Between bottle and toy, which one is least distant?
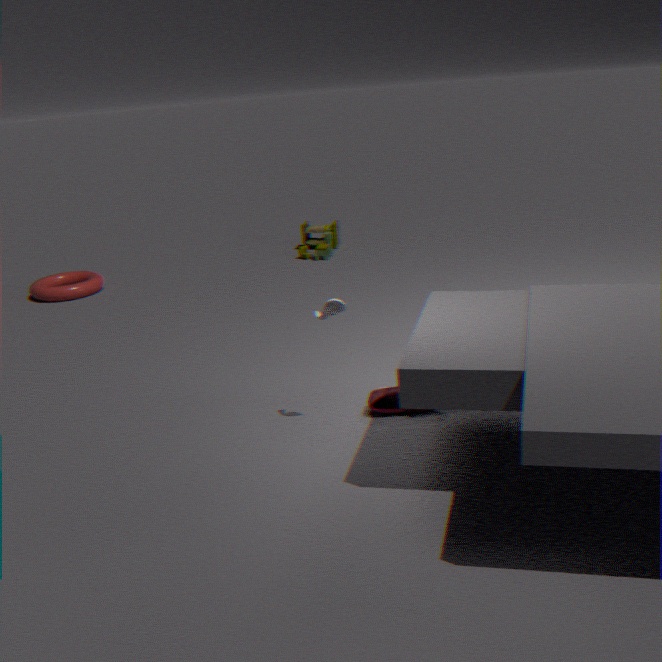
bottle
